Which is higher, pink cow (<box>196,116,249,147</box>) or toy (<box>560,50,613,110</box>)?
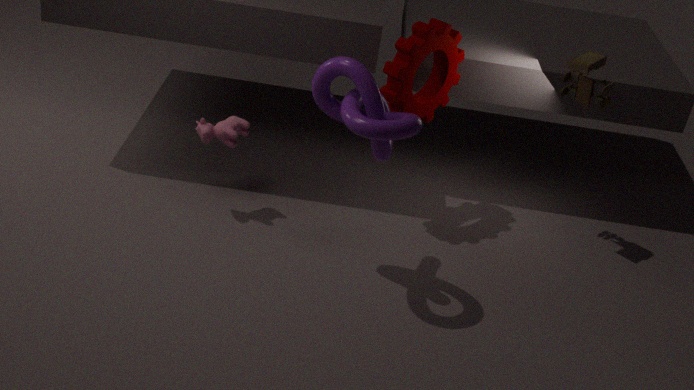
toy (<box>560,50,613,110</box>)
